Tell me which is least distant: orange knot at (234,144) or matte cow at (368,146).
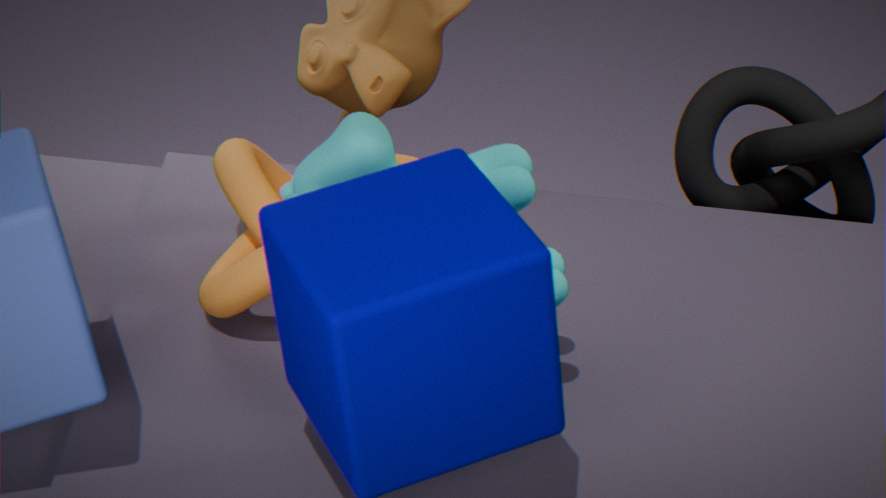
matte cow at (368,146)
